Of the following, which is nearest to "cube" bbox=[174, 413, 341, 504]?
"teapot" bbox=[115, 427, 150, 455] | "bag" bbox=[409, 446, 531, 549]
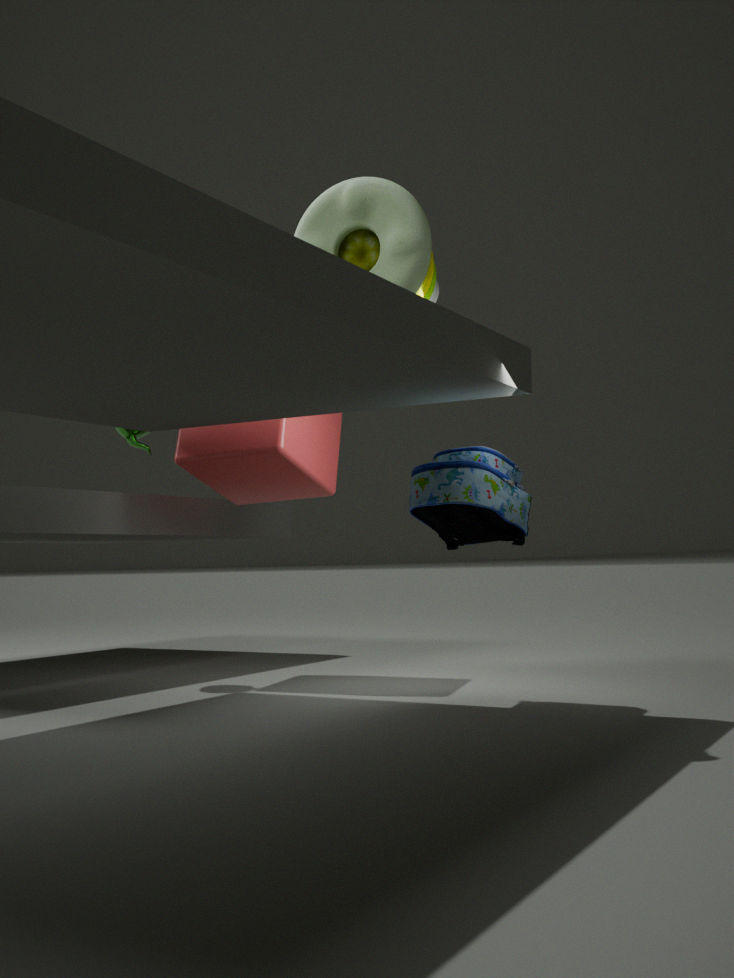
"teapot" bbox=[115, 427, 150, 455]
